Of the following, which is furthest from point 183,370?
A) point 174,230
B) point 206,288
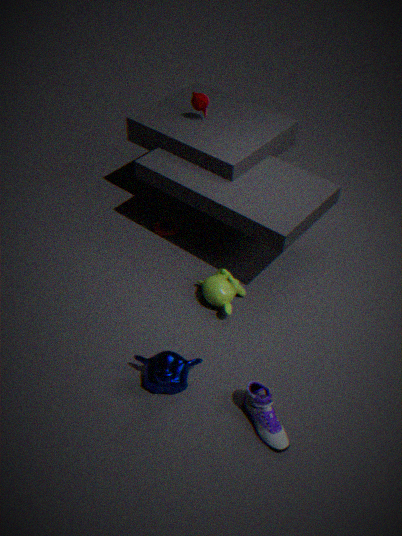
point 174,230
